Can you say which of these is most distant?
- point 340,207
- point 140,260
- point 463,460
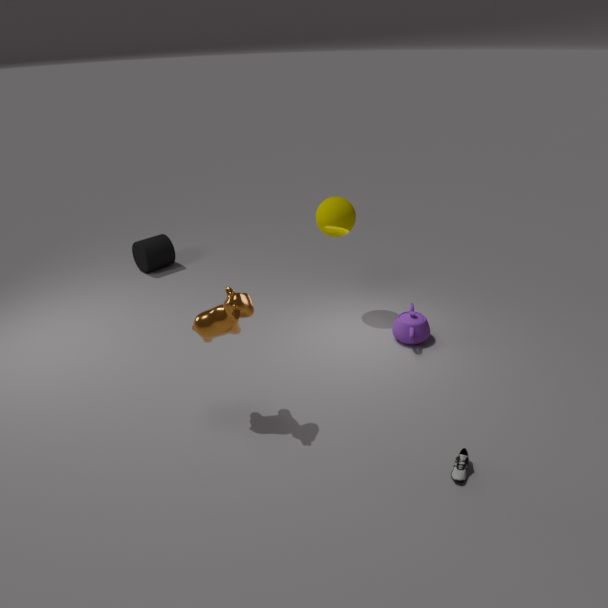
point 140,260
